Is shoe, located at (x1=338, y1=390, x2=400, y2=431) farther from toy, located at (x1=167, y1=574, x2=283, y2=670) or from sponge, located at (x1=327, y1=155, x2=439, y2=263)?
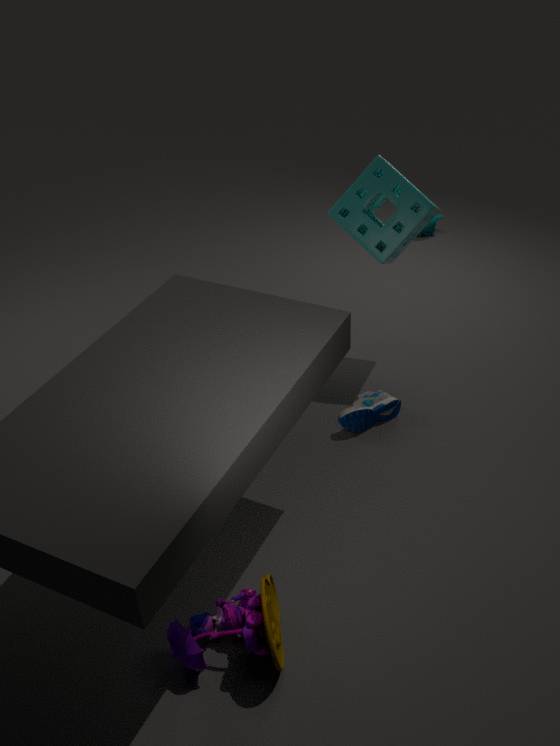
toy, located at (x1=167, y1=574, x2=283, y2=670)
